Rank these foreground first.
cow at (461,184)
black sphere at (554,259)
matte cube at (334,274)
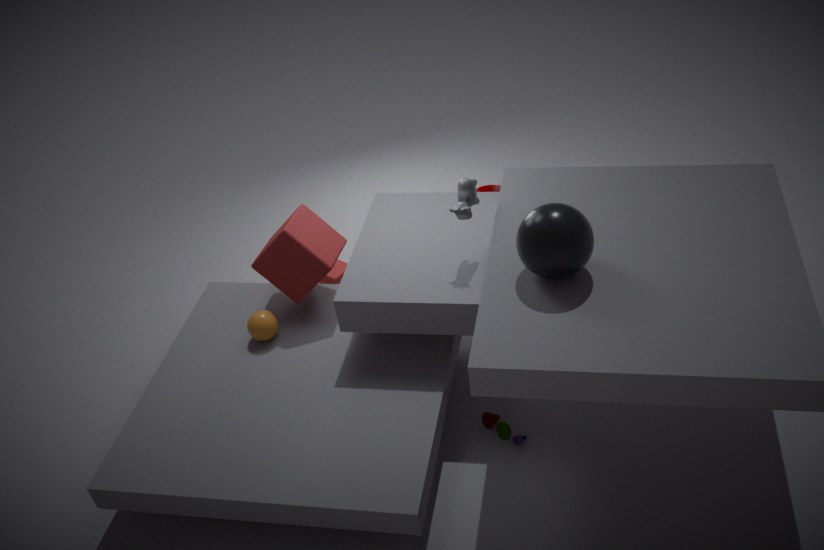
black sphere at (554,259) < cow at (461,184) < matte cube at (334,274)
